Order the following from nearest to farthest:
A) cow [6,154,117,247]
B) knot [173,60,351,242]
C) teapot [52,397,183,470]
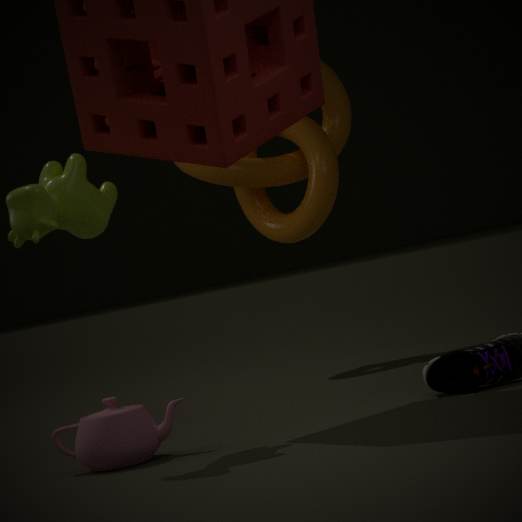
1. cow [6,154,117,247]
2. teapot [52,397,183,470]
3. knot [173,60,351,242]
